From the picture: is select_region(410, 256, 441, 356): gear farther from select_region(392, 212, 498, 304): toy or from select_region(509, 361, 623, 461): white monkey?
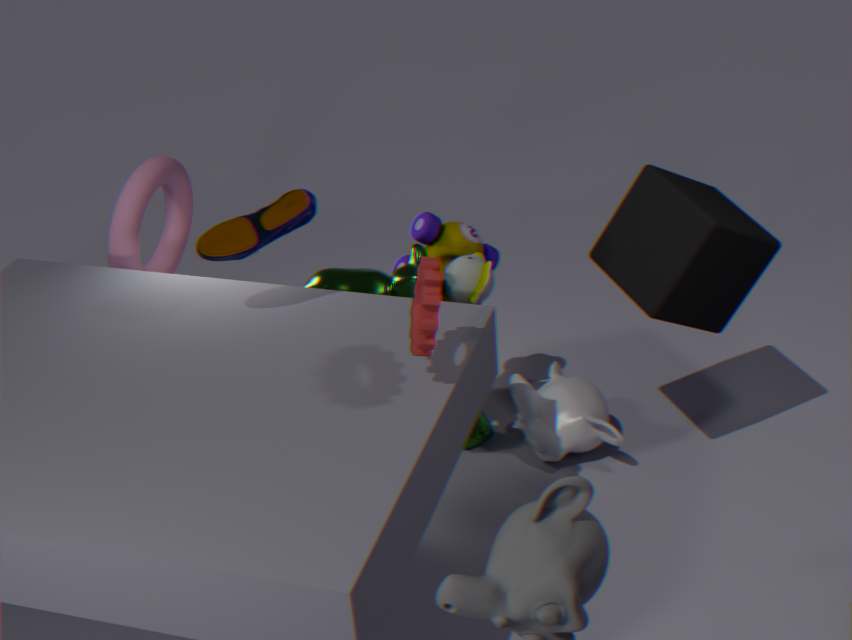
select_region(509, 361, 623, 461): white monkey
